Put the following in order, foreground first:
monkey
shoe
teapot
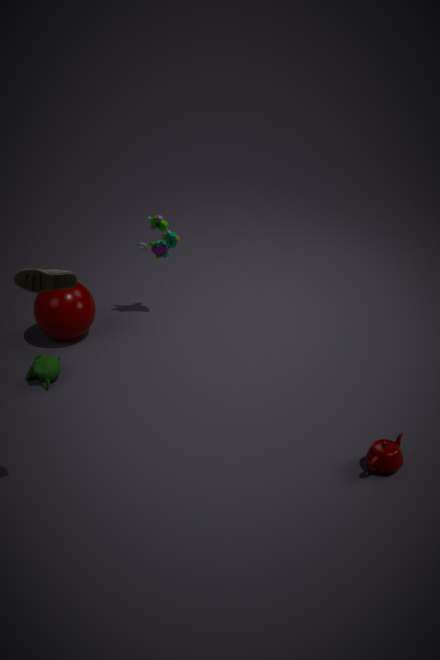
shoe → teapot → monkey
